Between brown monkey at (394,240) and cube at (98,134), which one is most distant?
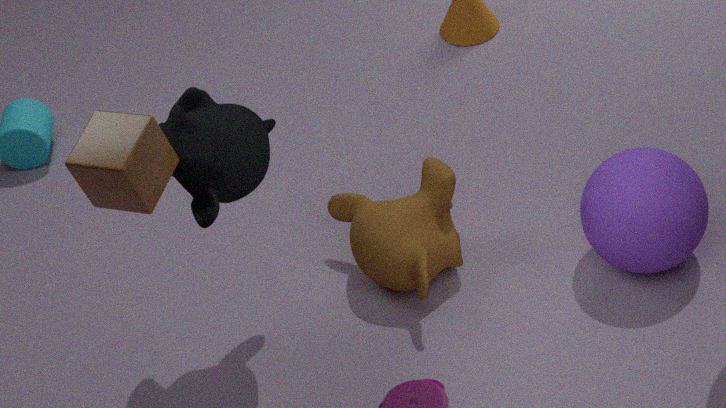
brown monkey at (394,240)
